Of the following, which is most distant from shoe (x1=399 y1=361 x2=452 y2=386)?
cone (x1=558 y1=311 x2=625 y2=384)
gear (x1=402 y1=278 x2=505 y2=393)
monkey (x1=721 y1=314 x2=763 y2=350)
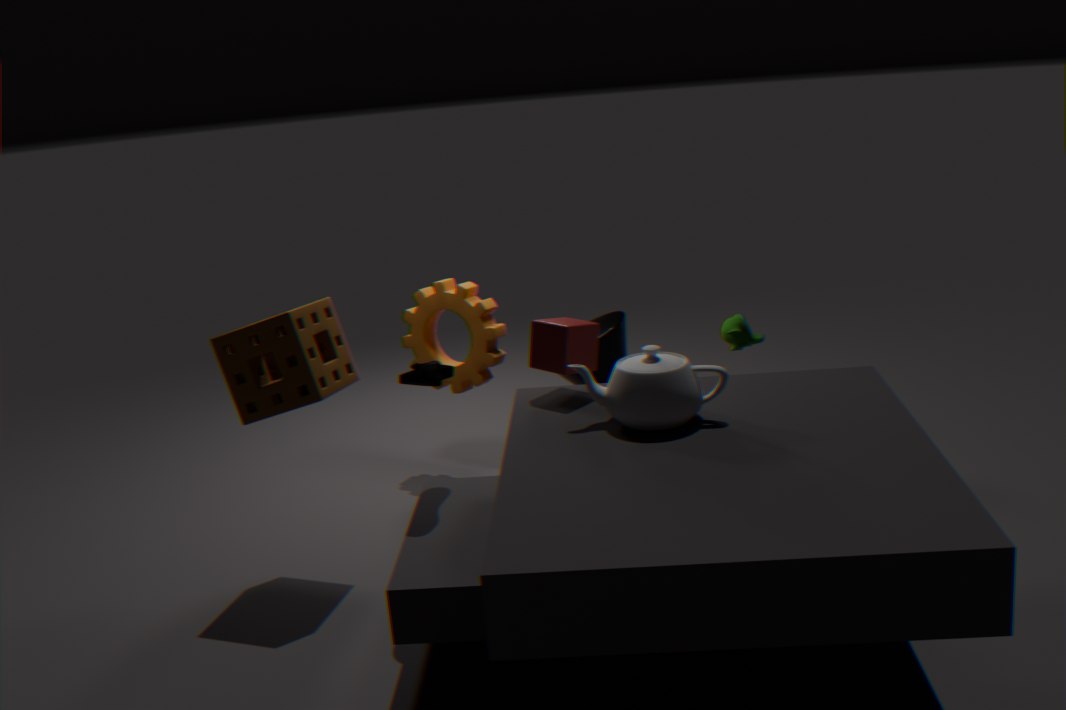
monkey (x1=721 y1=314 x2=763 y2=350)
